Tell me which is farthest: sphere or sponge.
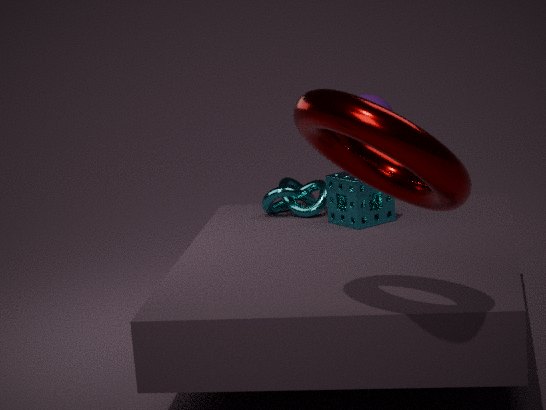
sphere
